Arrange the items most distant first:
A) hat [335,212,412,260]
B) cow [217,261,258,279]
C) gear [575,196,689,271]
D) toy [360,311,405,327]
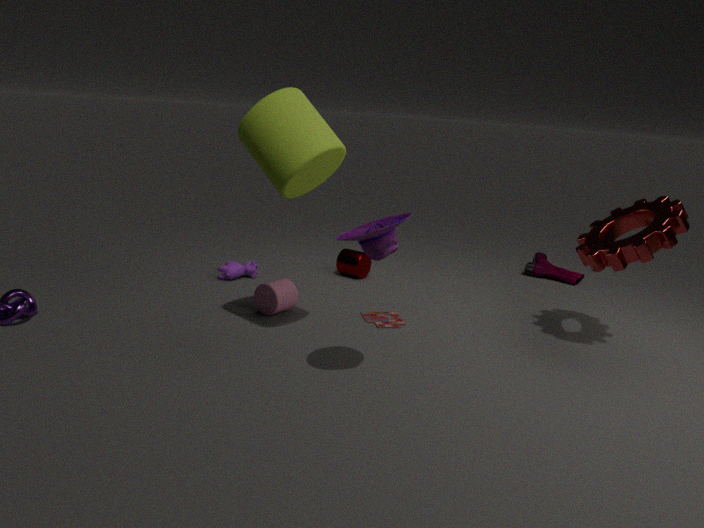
cow [217,261,258,279] → toy [360,311,405,327] → gear [575,196,689,271] → hat [335,212,412,260]
